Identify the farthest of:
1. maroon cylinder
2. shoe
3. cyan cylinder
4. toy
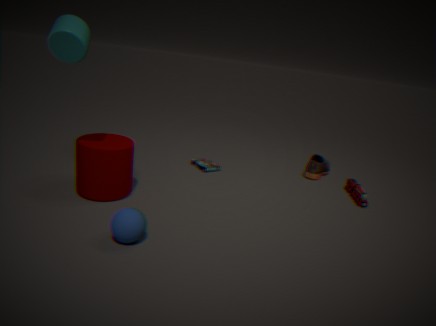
shoe
